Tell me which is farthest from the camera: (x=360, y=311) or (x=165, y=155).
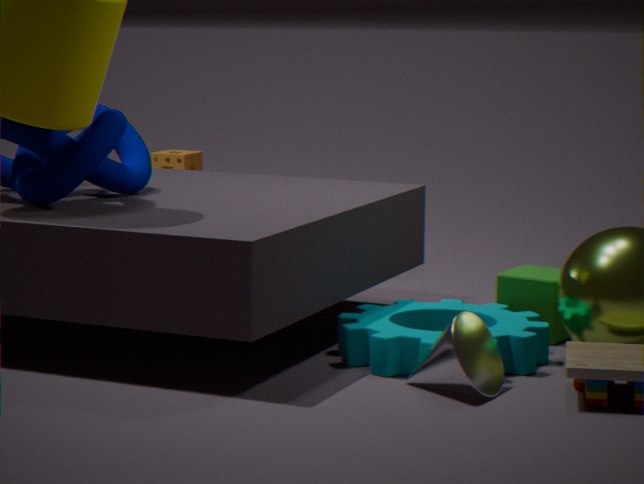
(x=165, y=155)
